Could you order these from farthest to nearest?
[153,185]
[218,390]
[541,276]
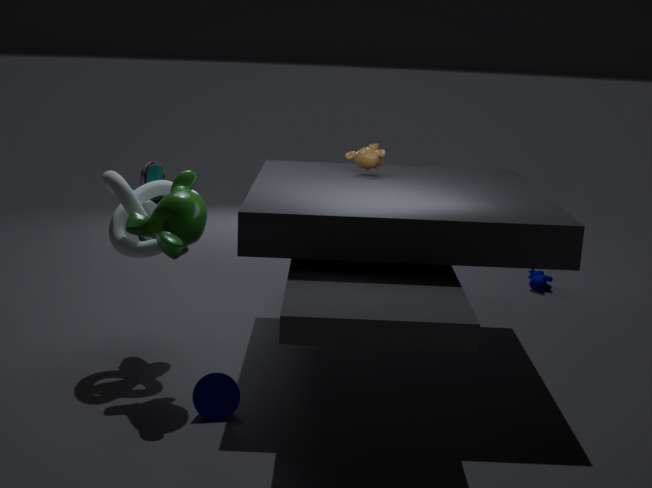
1. [541,276]
2. [153,185]
3. [218,390]
